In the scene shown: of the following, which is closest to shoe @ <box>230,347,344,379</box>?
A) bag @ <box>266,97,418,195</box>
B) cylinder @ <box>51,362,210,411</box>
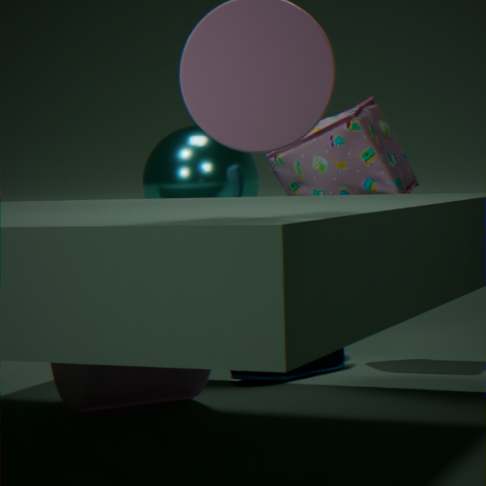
cylinder @ <box>51,362,210,411</box>
